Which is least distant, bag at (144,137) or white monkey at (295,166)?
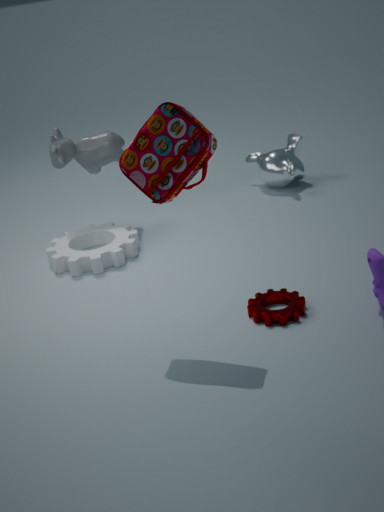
bag at (144,137)
